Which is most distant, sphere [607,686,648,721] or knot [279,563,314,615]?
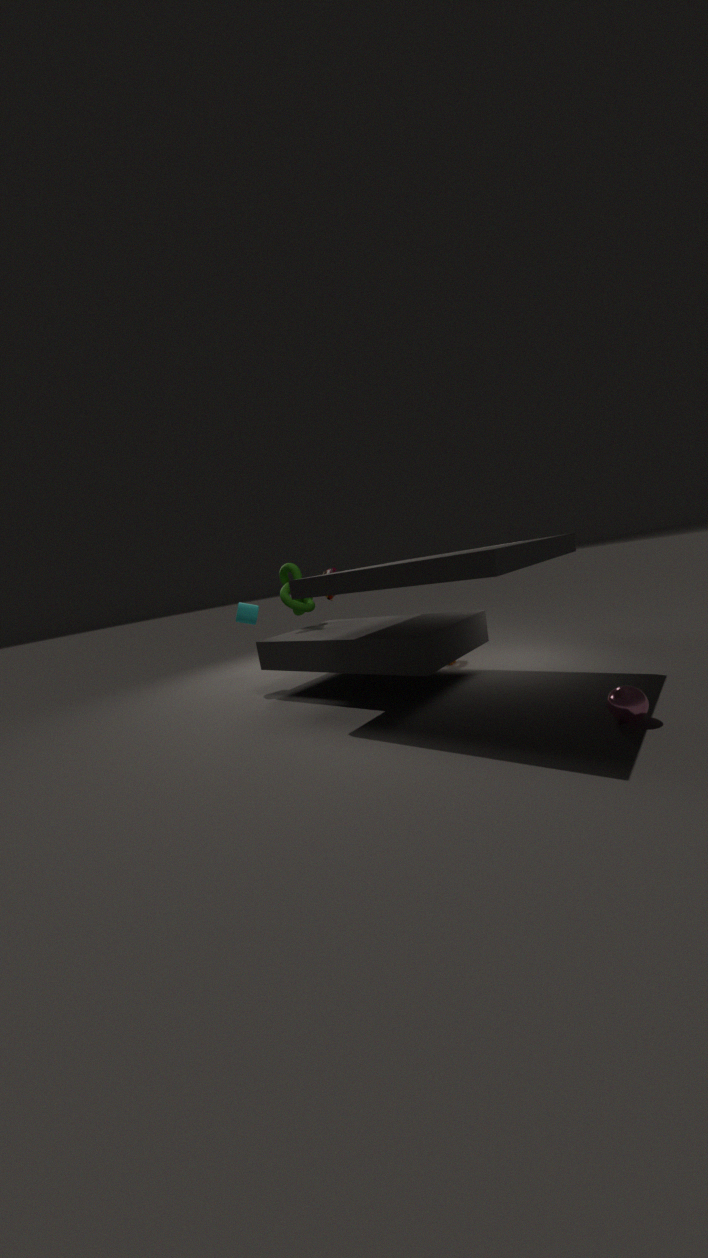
knot [279,563,314,615]
